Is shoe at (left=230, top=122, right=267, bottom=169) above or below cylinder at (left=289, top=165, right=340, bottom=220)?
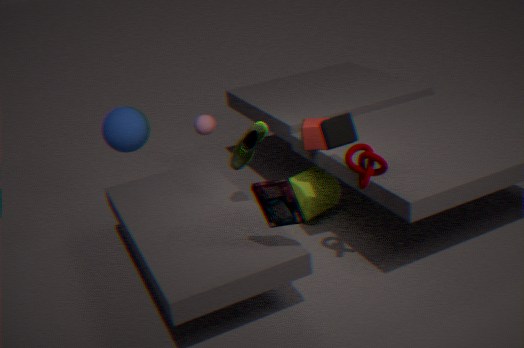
above
